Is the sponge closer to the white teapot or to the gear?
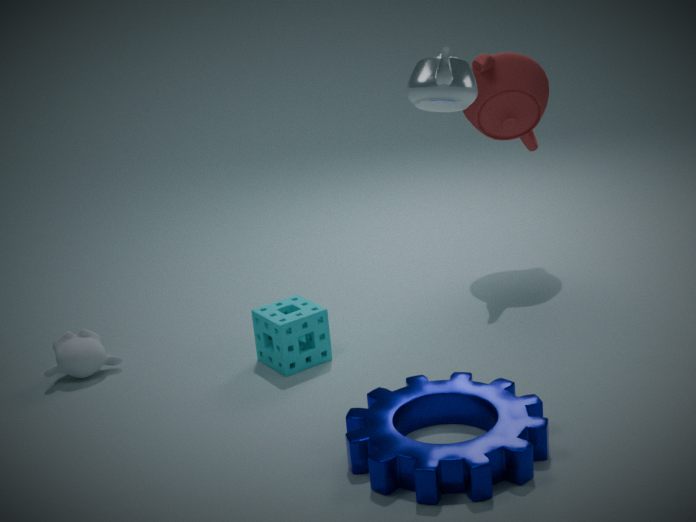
the gear
